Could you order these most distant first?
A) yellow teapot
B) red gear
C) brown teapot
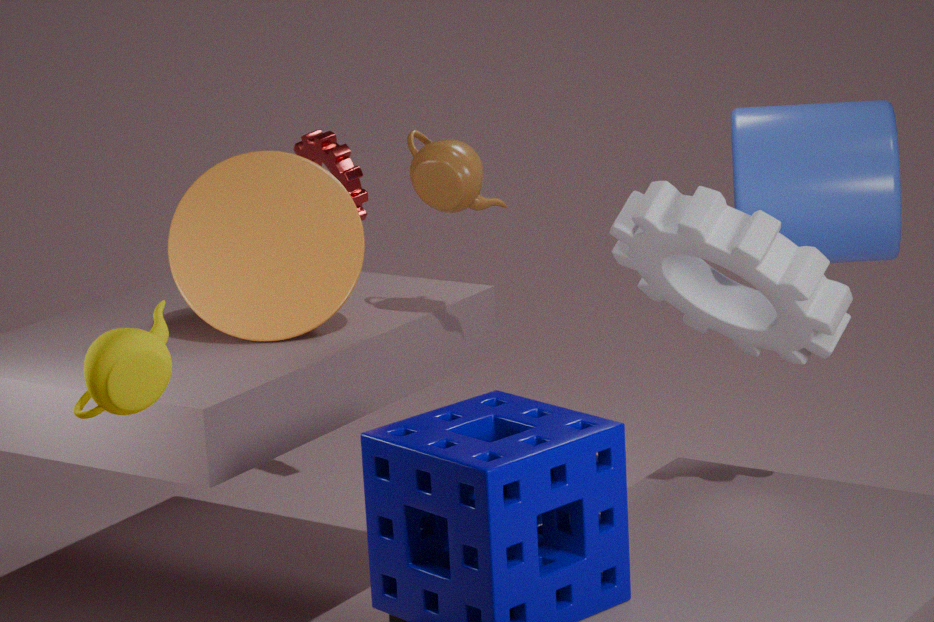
red gear, brown teapot, yellow teapot
